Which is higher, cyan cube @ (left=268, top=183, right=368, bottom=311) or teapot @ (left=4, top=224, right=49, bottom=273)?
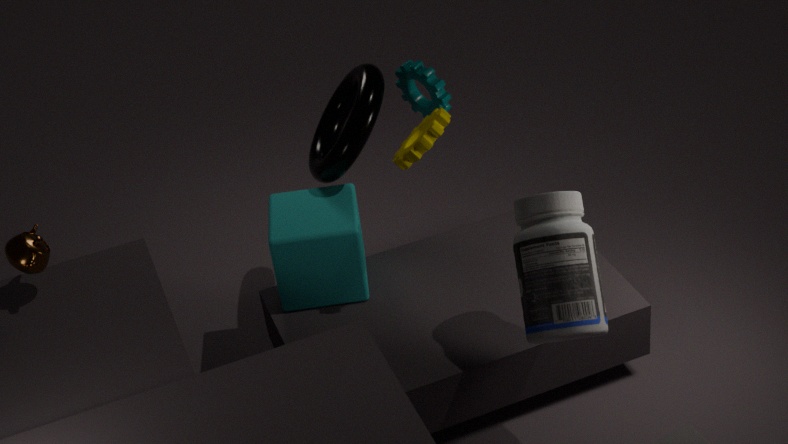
teapot @ (left=4, top=224, right=49, bottom=273)
